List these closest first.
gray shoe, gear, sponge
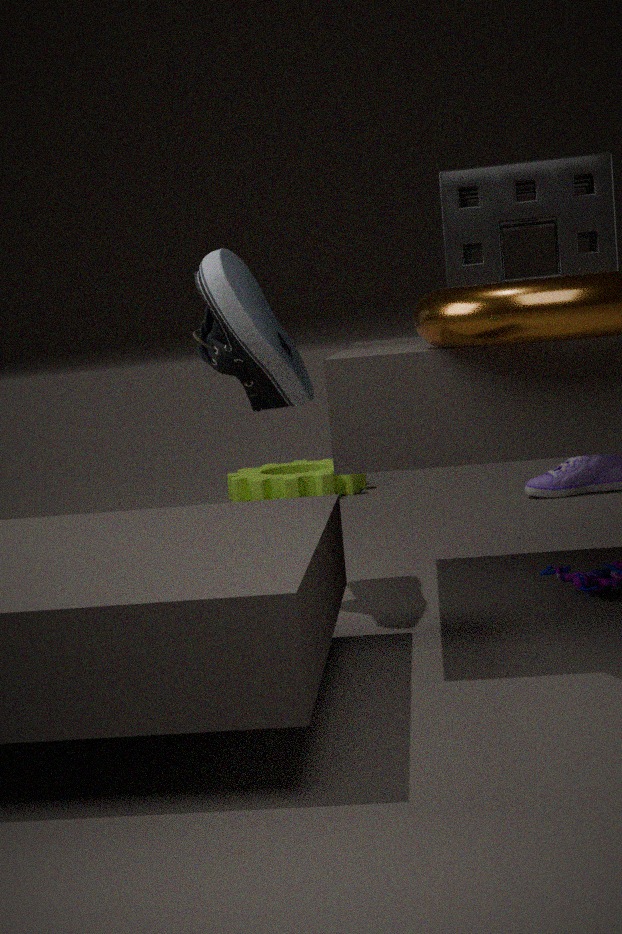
sponge
gray shoe
gear
